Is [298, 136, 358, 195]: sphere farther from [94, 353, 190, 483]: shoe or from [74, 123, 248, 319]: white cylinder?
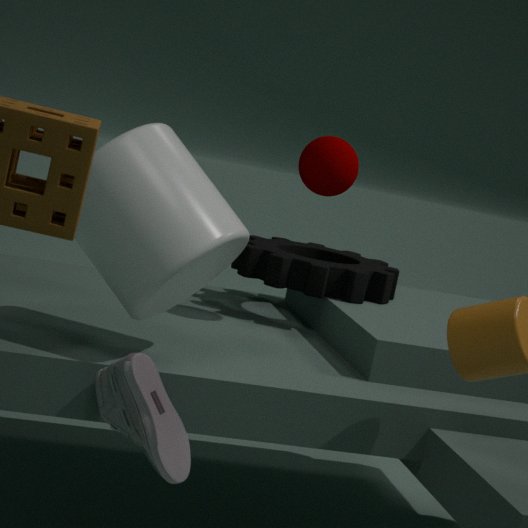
[94, 353, 190, 483]: shoe
